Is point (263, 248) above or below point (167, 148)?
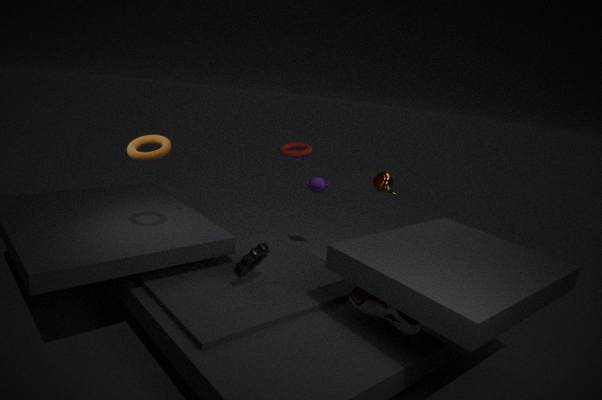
below
